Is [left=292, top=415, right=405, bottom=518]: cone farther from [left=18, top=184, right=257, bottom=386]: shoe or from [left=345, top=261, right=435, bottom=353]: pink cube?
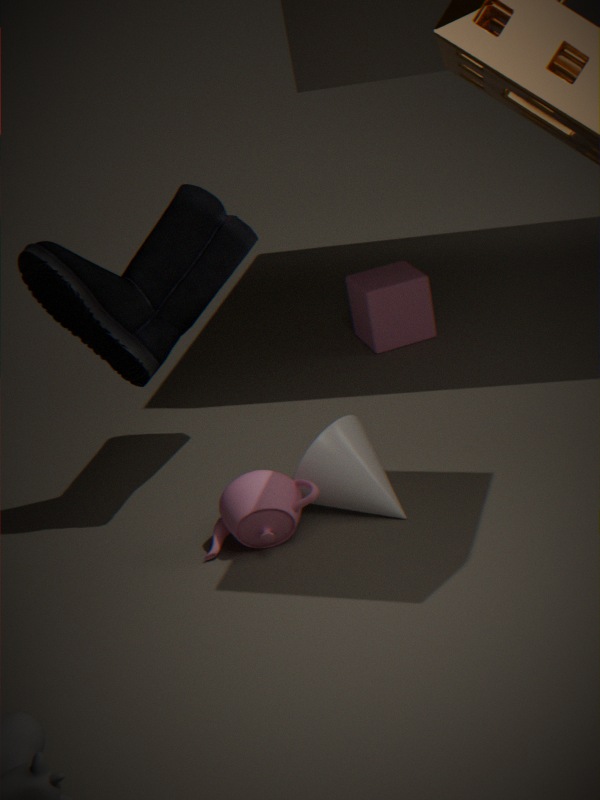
[left=345, top=261, right=435, bottom=353]: pink cube
